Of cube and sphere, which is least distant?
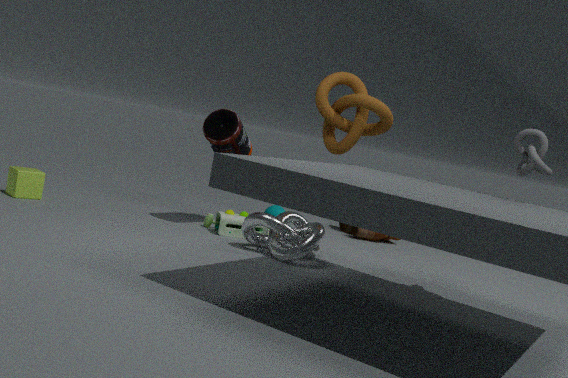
cube
